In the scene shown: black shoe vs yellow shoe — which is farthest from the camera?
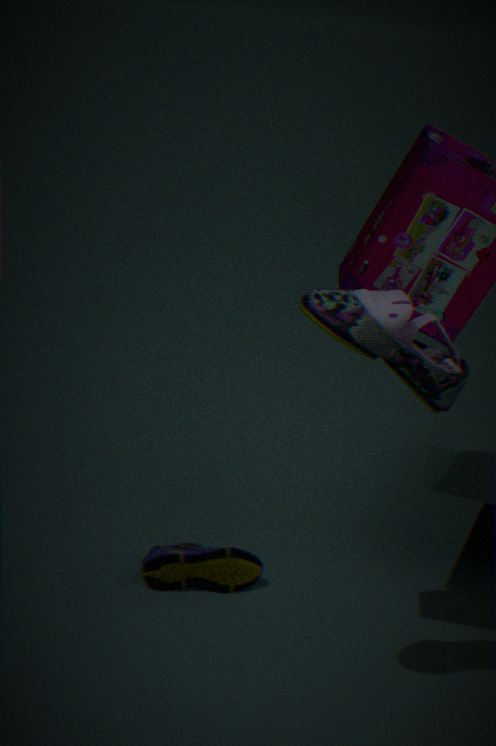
yellow shoe
